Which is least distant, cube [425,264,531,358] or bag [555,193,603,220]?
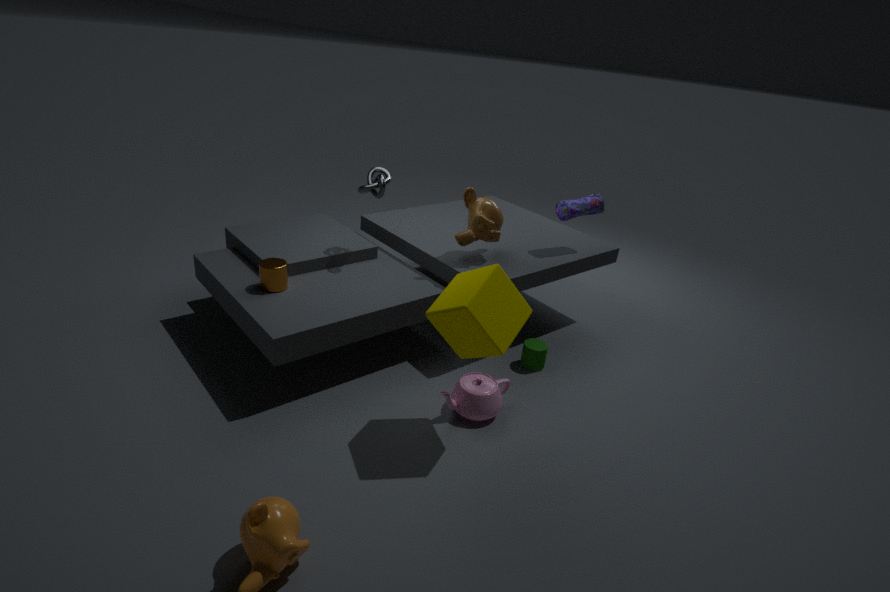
cube [425,264,531,358]
